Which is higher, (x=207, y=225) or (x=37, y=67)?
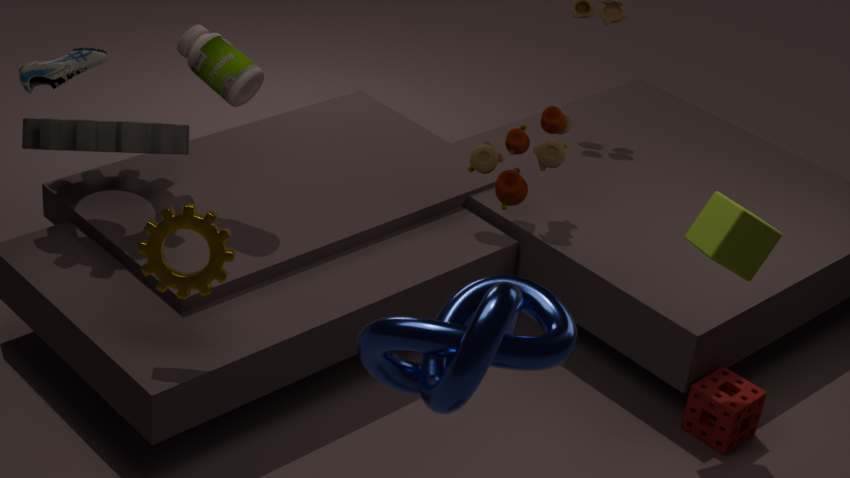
(x=37, y=67)
